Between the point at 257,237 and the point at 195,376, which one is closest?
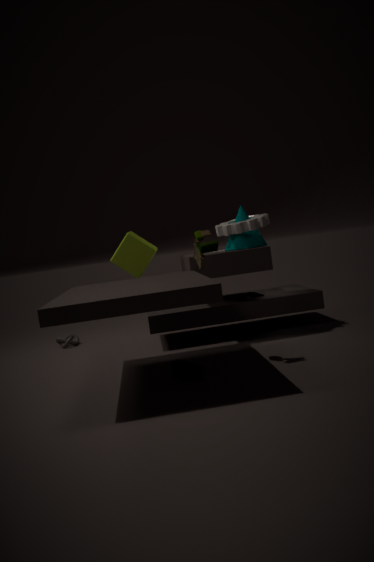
the point at 195,376
